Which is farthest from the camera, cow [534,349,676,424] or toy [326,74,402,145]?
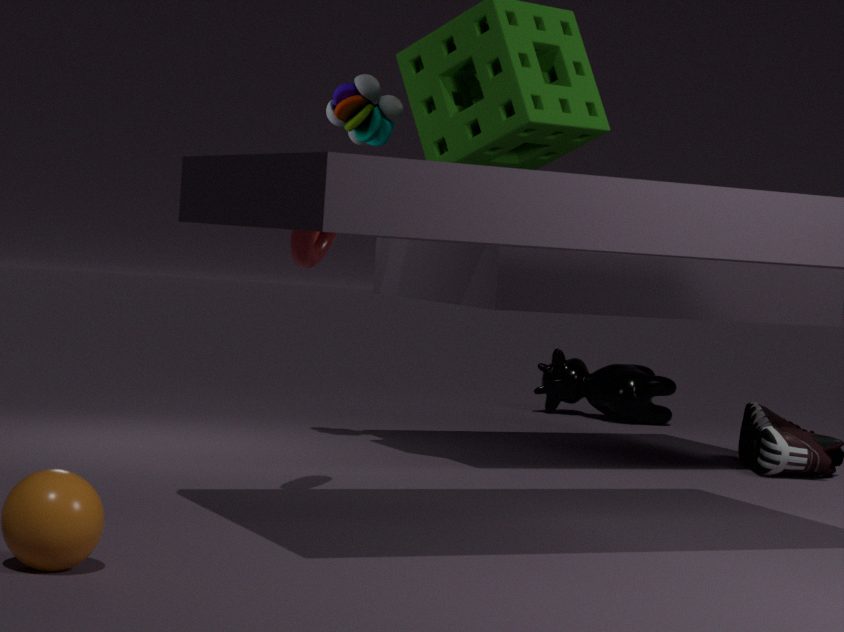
cow [534,349,676,424]
